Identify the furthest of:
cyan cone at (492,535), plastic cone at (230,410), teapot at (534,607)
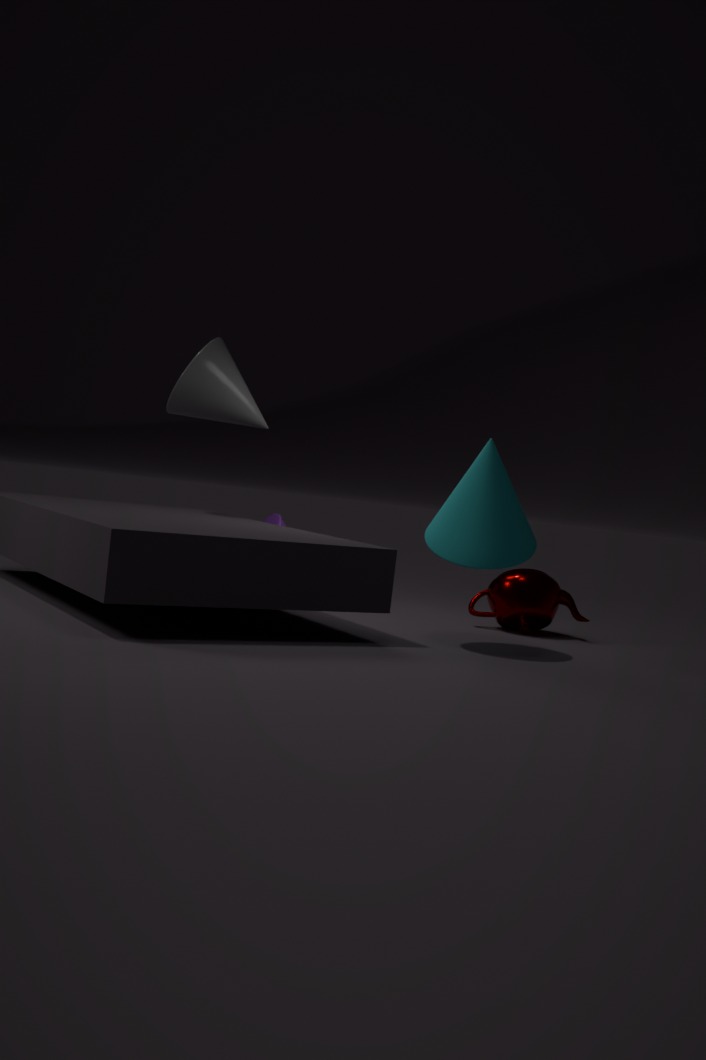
plastic cone at (230,410)
